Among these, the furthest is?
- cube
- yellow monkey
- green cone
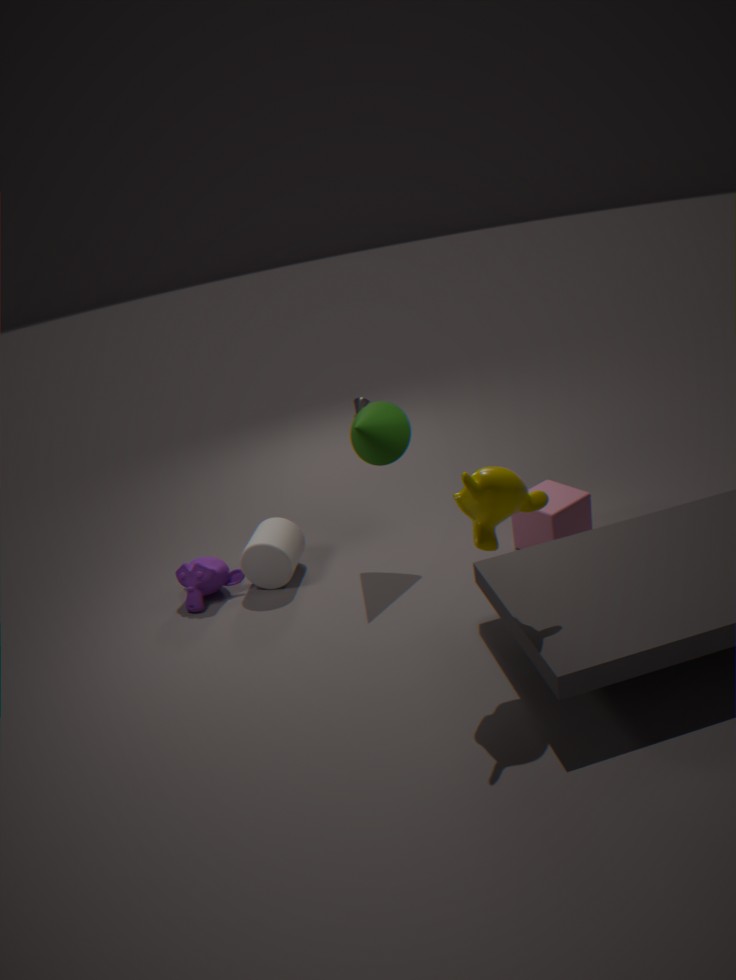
green cone
